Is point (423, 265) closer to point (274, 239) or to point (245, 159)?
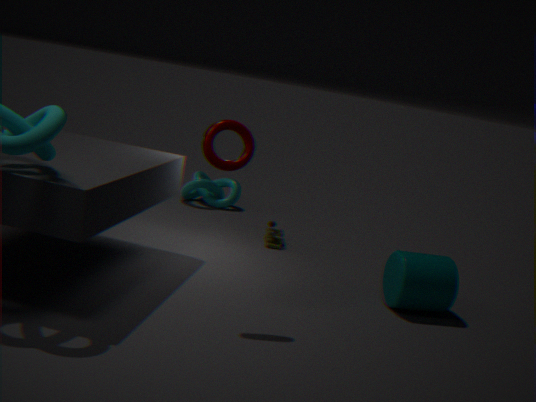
point (274, 239)
